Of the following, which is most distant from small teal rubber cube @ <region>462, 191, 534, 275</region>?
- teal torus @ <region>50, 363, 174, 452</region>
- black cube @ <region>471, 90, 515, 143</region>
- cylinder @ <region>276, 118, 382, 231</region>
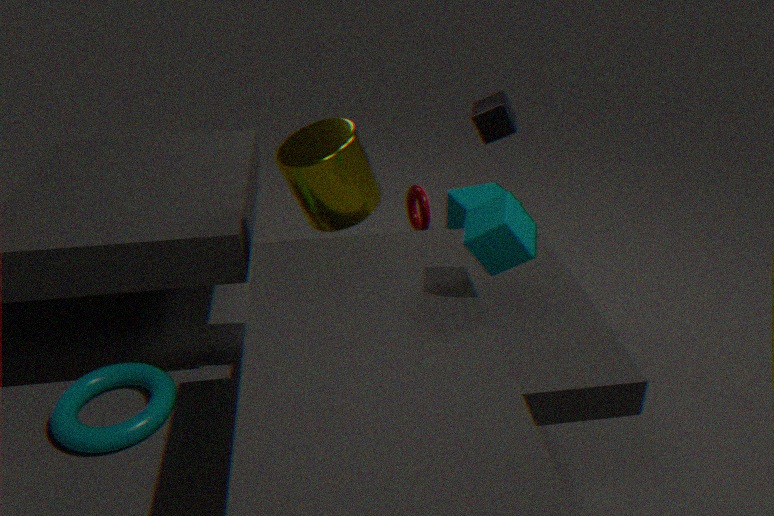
teal torus @ <region>50, 363, 174, 452</region>
